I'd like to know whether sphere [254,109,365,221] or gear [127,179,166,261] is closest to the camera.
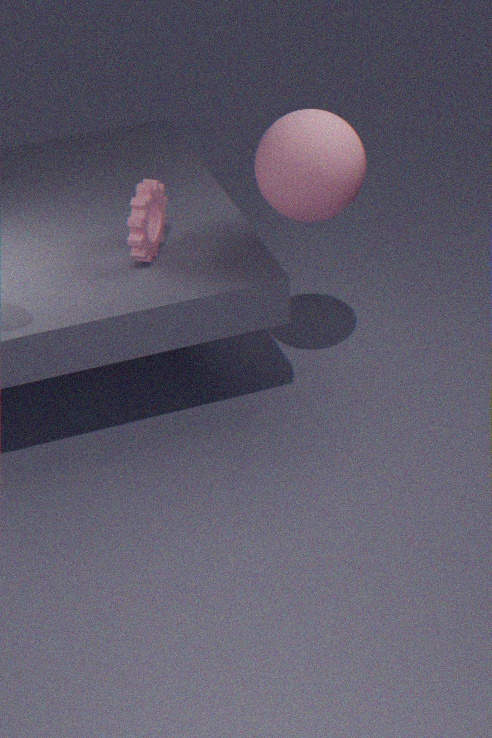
sphere [254,109,365,221]
